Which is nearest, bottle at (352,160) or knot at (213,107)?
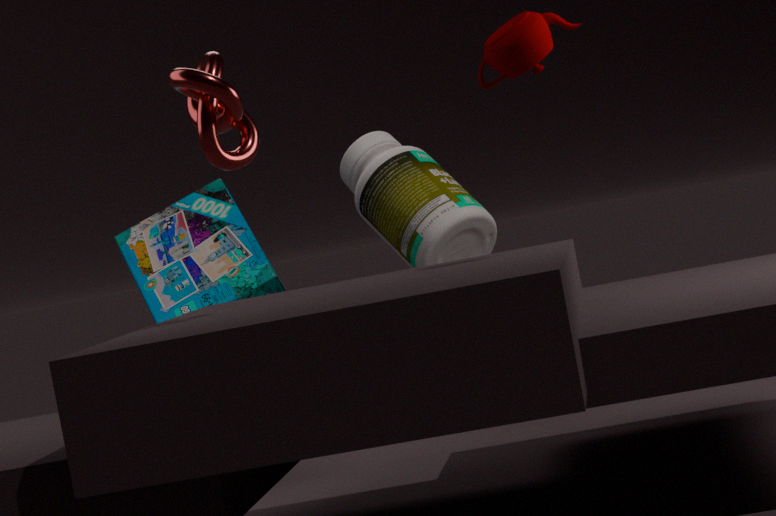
knot at (213,107)
